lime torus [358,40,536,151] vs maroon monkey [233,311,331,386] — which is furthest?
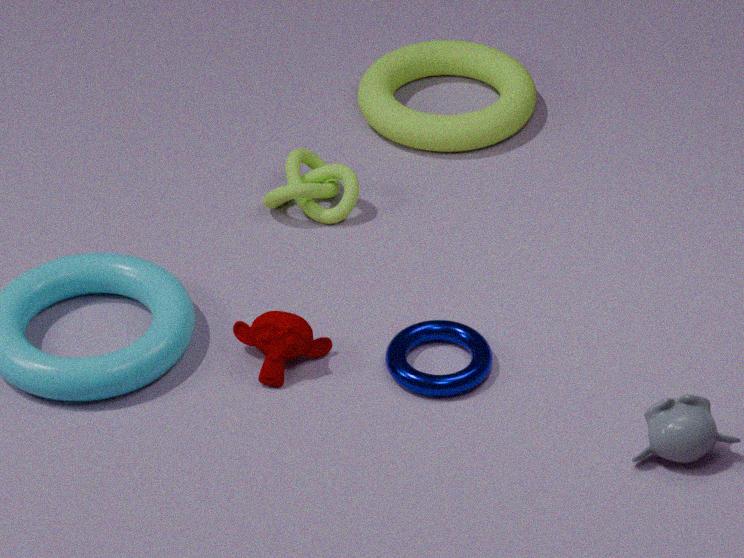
lime torus [358,40,536,151]
